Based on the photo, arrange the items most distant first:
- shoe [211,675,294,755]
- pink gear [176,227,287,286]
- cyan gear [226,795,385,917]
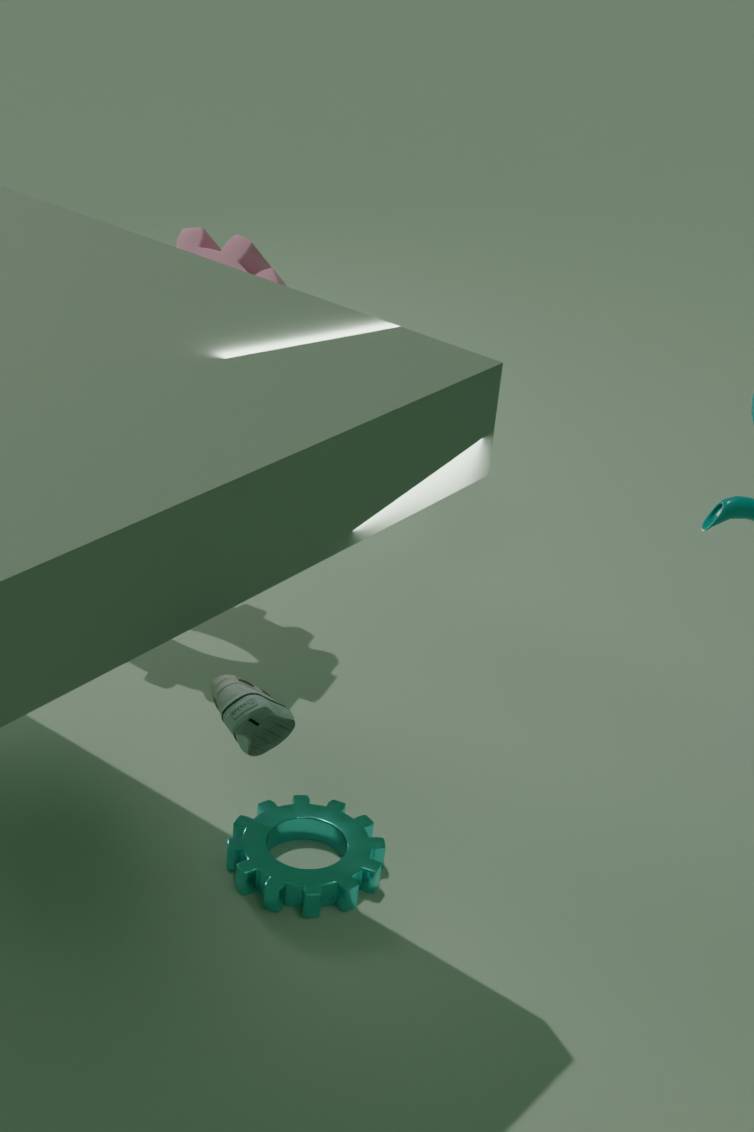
pink gear [176,227,287,286], cyan gear [226,795,385,917], shoe [211,675,294,755]
